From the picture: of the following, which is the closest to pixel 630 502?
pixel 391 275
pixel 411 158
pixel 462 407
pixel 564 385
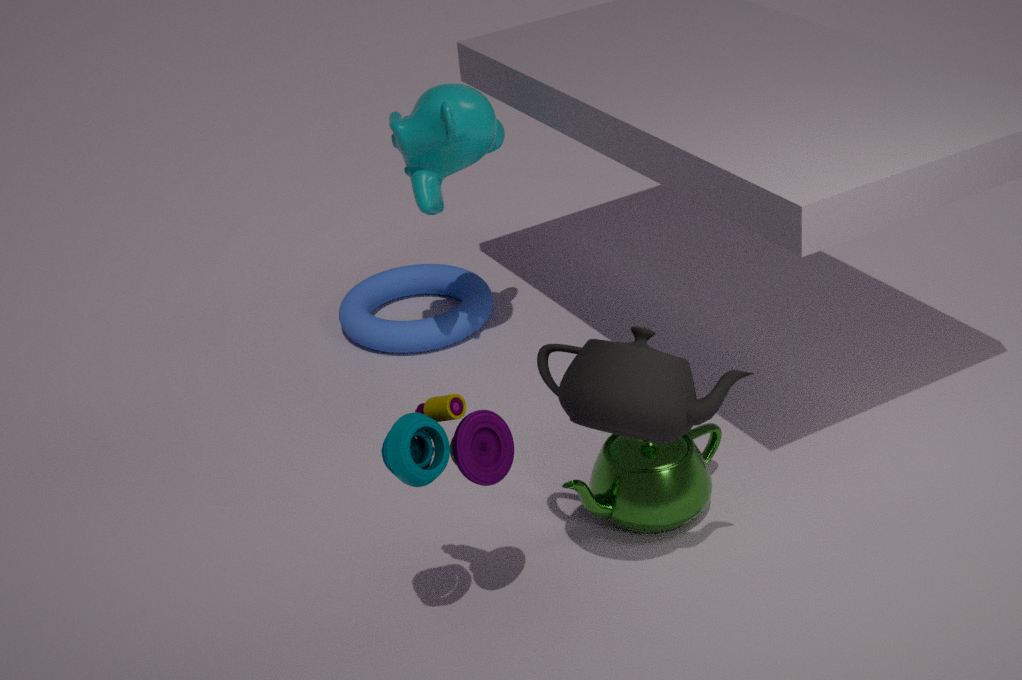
pixel 564 385
